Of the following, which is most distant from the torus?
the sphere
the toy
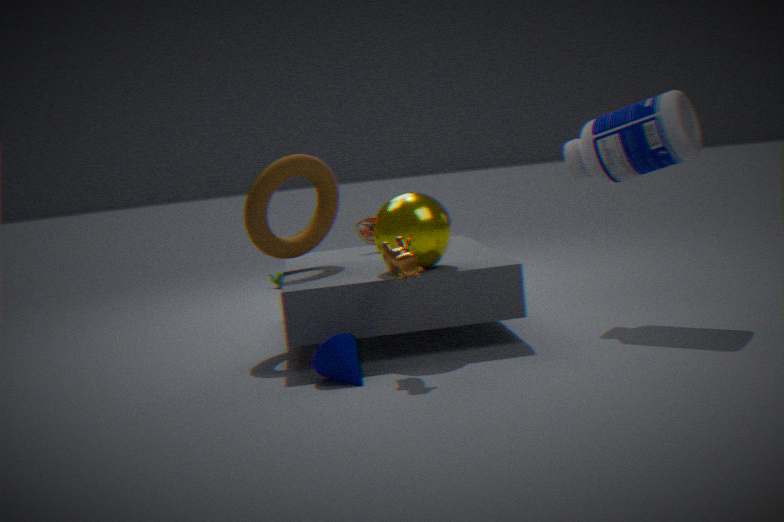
the sphere
